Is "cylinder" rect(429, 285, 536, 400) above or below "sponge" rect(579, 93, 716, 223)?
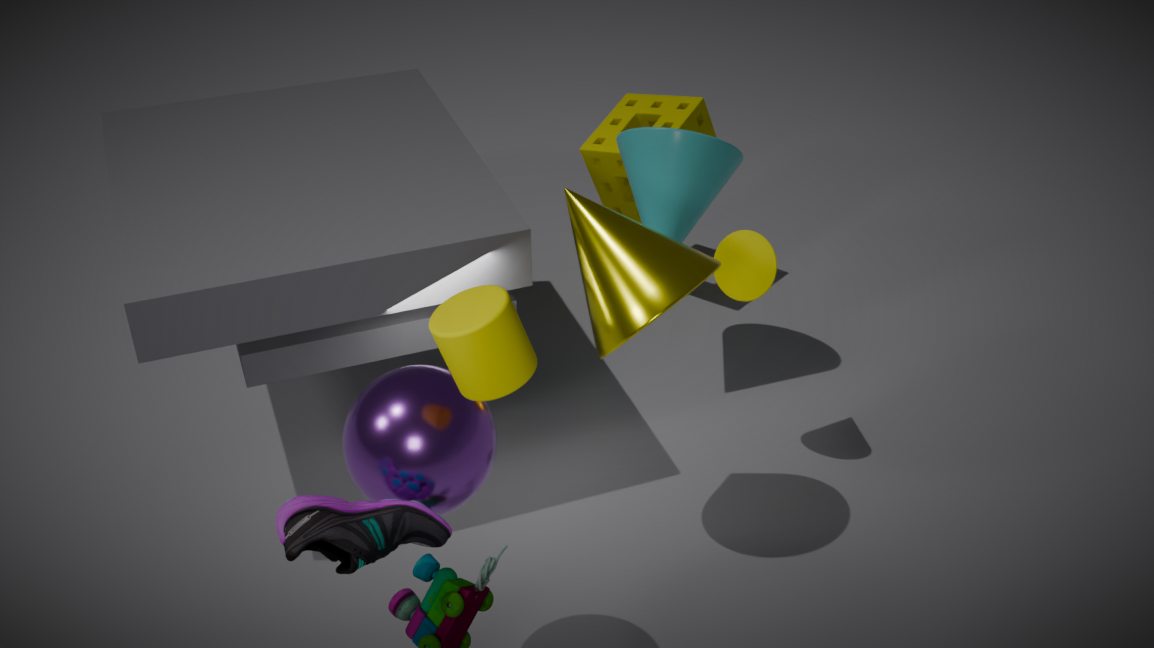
above
